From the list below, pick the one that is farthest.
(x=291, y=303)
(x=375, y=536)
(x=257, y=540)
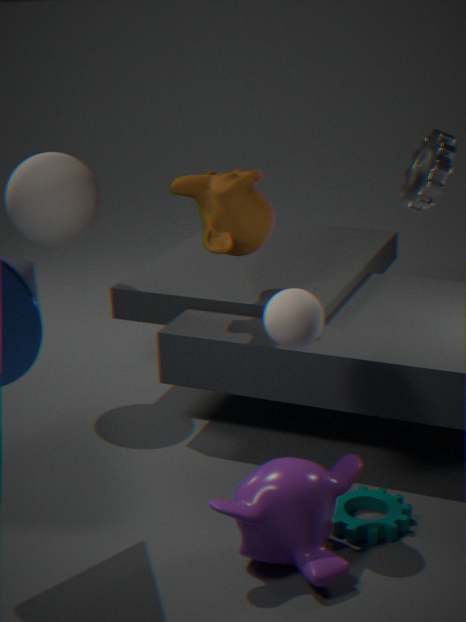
(x=375, y=536)
